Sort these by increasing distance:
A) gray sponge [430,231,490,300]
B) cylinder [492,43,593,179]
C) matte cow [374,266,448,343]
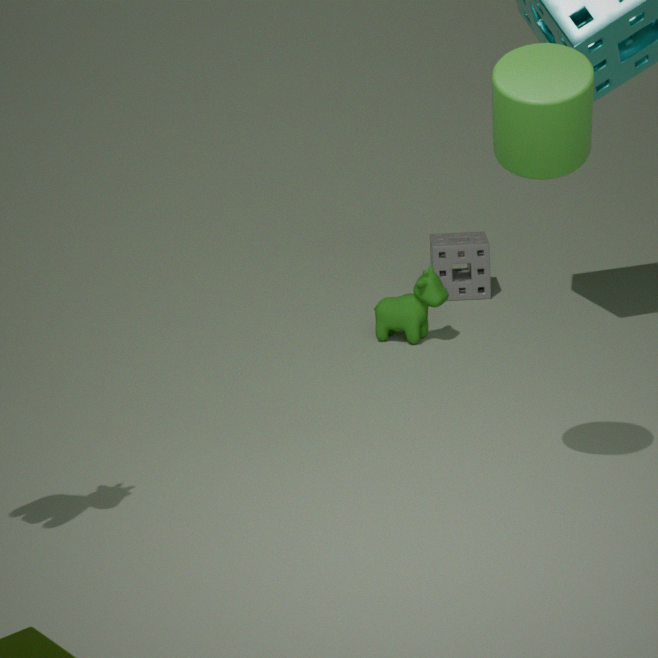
1. cylinder [492,43,593,179]
2. matte cow [374,266,448,343]
3. gray sponge [430,231,490,300]
